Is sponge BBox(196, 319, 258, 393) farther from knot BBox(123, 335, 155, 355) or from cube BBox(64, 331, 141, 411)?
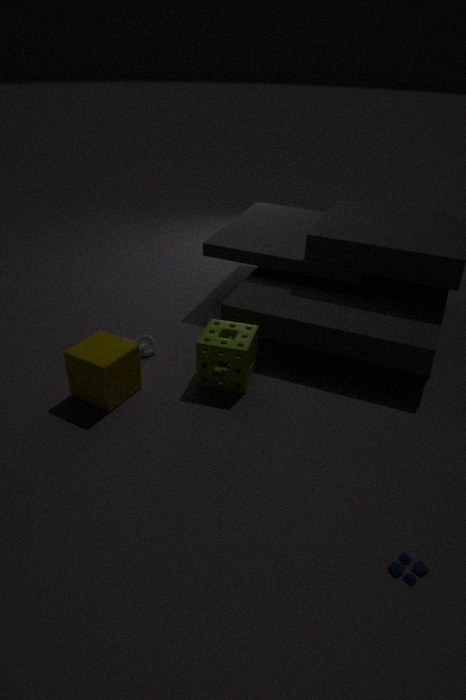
knot BBox(123, 335, 155, 355)
